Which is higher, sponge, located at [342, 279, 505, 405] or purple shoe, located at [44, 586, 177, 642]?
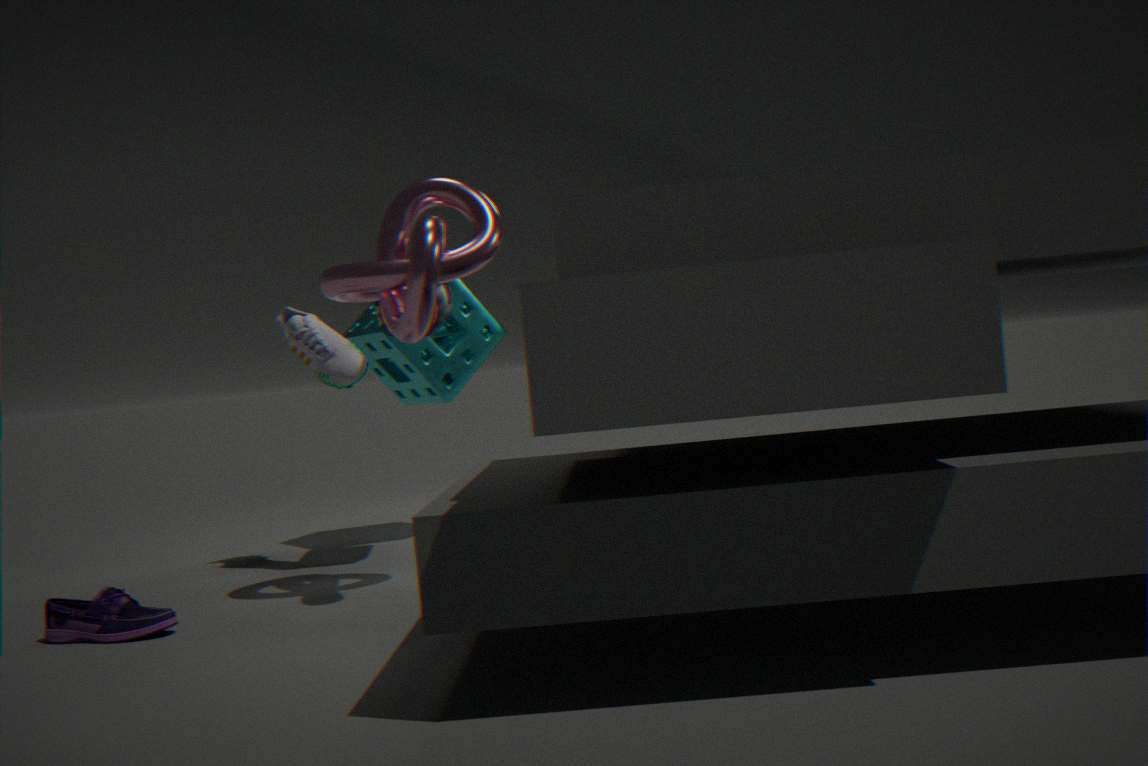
sponge, located at [342, 279, 505, 405]
